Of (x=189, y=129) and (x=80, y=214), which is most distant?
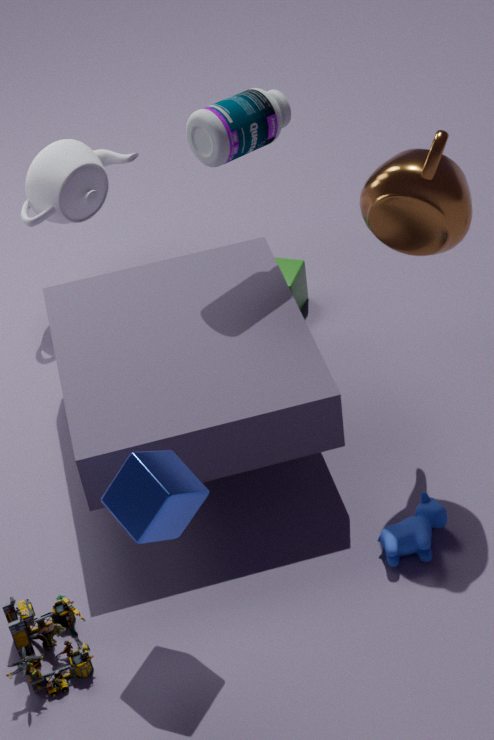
(x=80, y=214)
